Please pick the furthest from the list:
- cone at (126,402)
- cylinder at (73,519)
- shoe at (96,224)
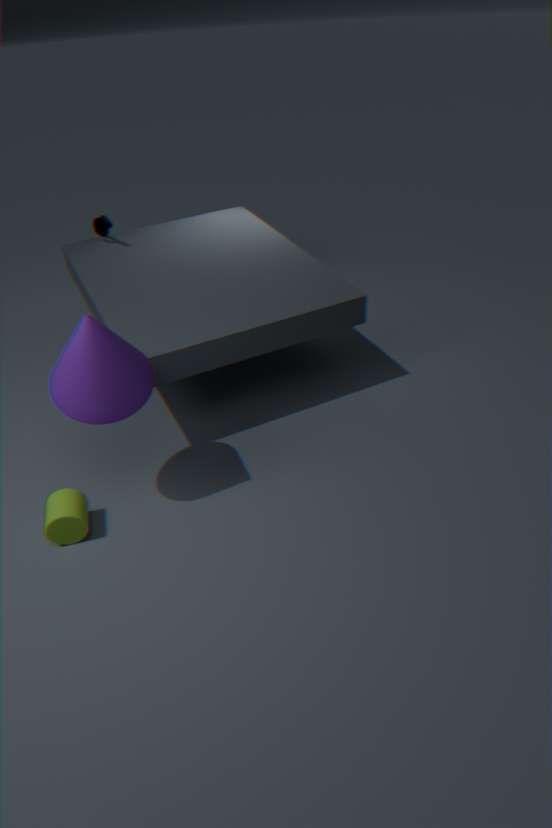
shoe at (96,224)
